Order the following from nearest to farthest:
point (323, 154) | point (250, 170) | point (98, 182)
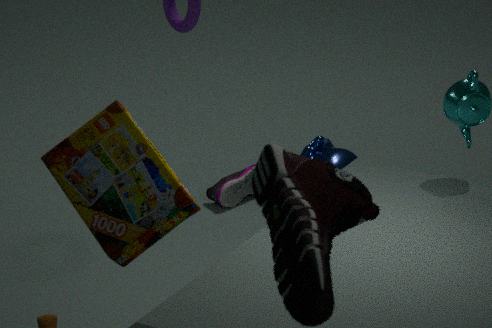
point (98, 182) → point (323, 154) → point (250, 170)
